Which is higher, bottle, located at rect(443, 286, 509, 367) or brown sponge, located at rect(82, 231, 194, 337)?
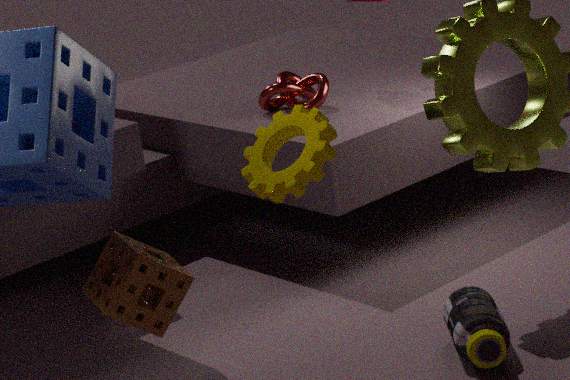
brown sponge, located at rect(82, 231, 194, 337)
